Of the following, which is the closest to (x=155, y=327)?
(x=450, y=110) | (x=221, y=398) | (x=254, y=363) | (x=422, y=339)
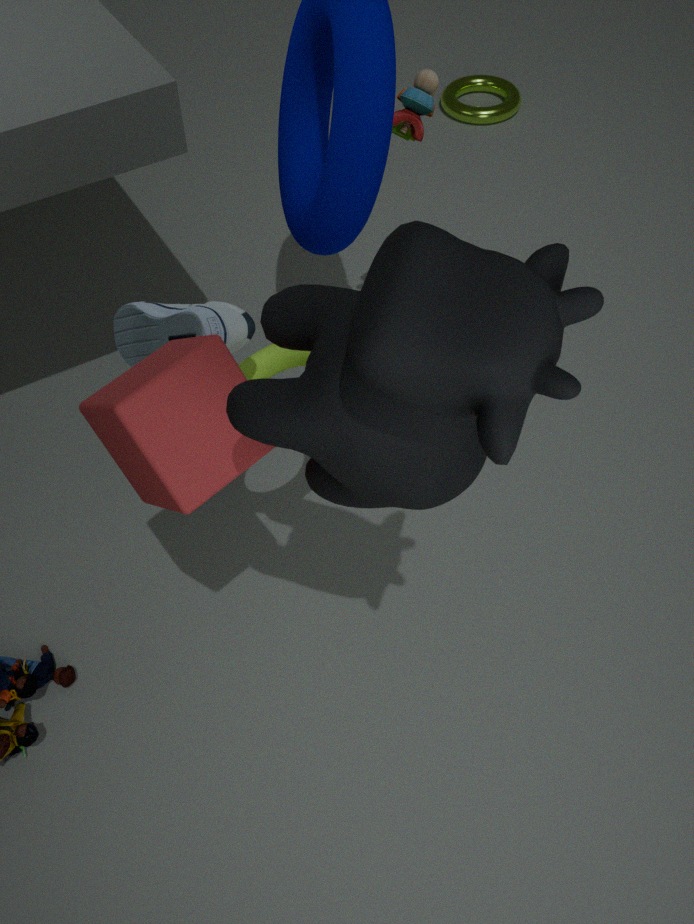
(x=254, y=363)
